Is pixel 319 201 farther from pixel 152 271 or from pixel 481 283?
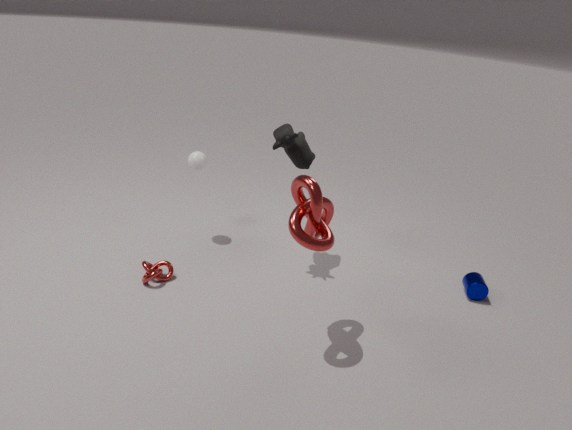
pixel 481 283
